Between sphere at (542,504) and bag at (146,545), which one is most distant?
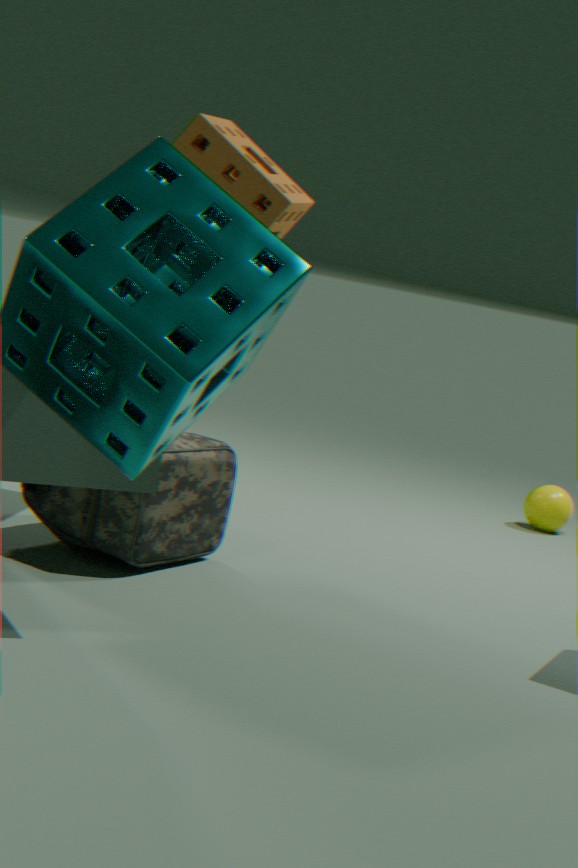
sphere at (542,504)
